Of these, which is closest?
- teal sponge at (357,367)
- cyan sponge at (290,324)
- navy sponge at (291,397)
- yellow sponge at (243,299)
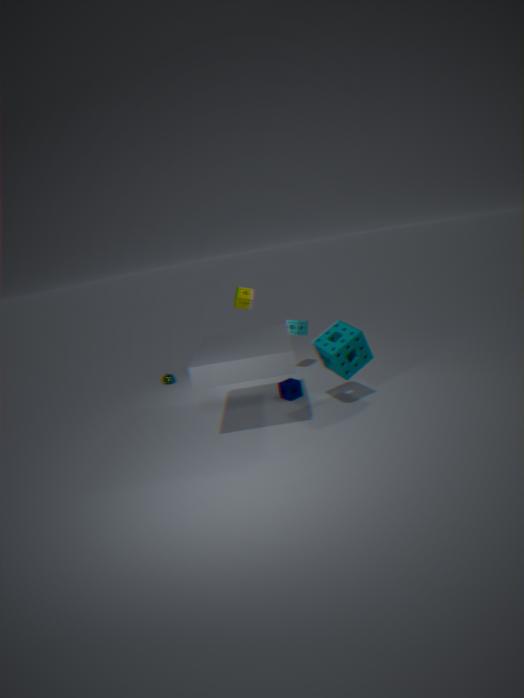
teal sponge at (357,367)
